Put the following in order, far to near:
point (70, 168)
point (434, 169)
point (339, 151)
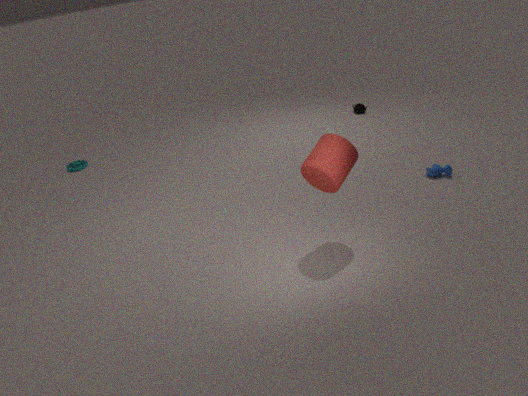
point (70, 168)
point (434, 169)
point (339, 151)
